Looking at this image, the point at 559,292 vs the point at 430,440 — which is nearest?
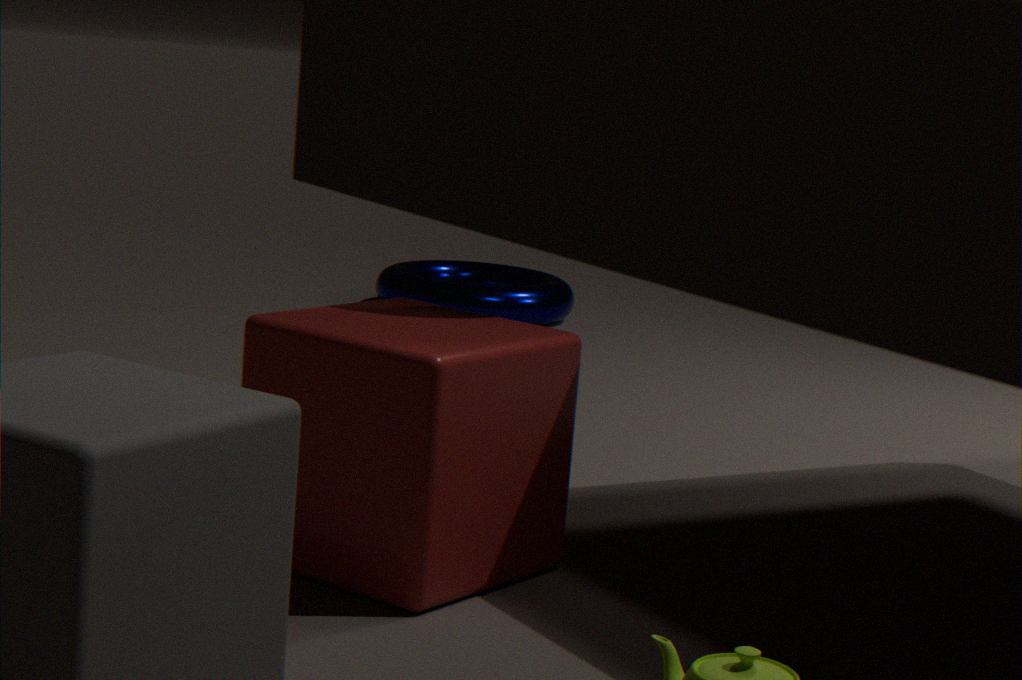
the point at 430,440
